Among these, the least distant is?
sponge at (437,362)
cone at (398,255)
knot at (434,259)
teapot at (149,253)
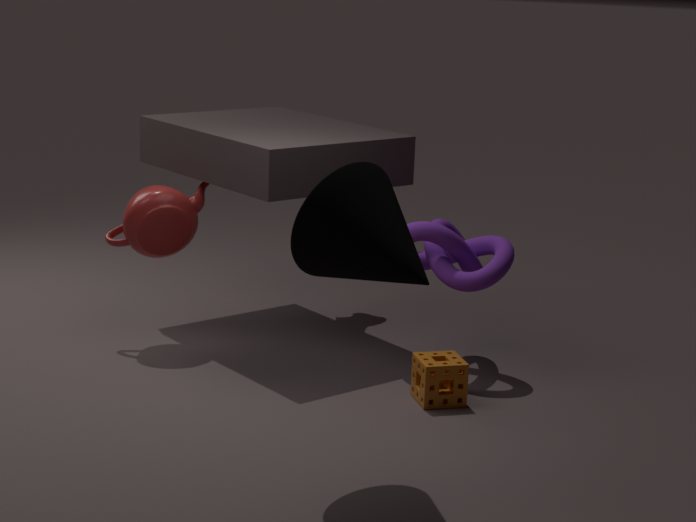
cone at (398,255)
